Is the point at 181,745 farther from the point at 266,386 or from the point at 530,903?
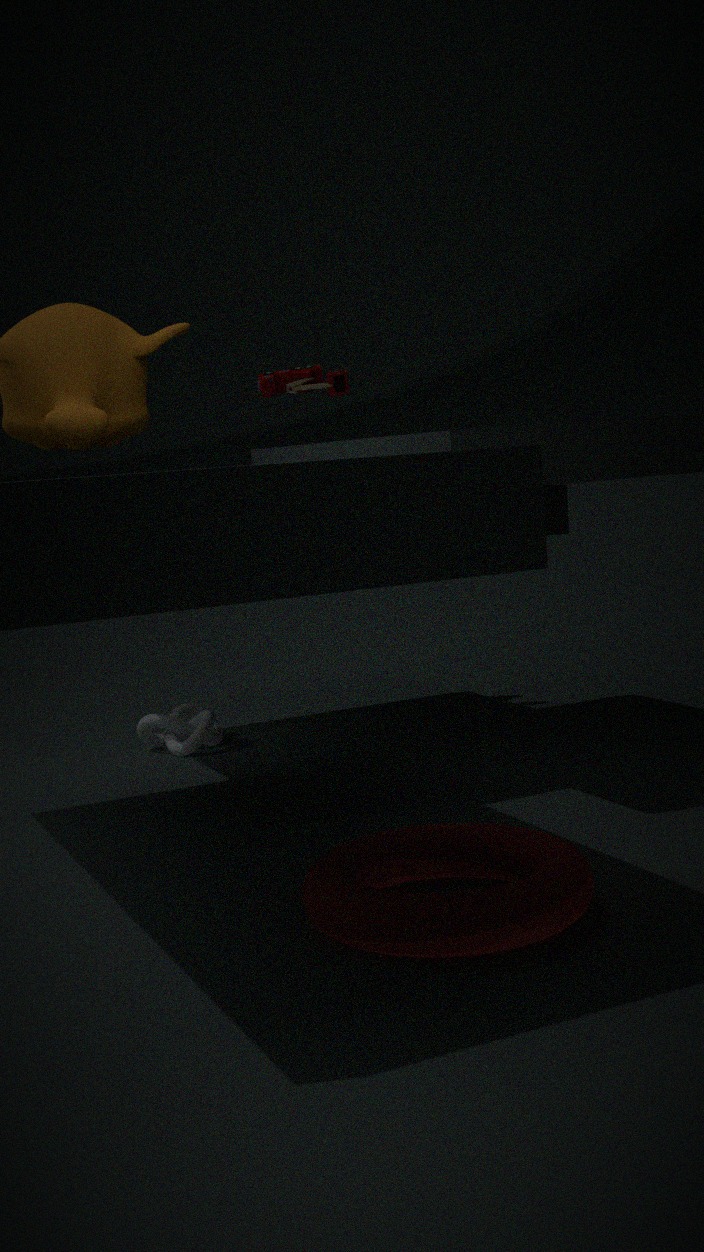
the point at 530,903
